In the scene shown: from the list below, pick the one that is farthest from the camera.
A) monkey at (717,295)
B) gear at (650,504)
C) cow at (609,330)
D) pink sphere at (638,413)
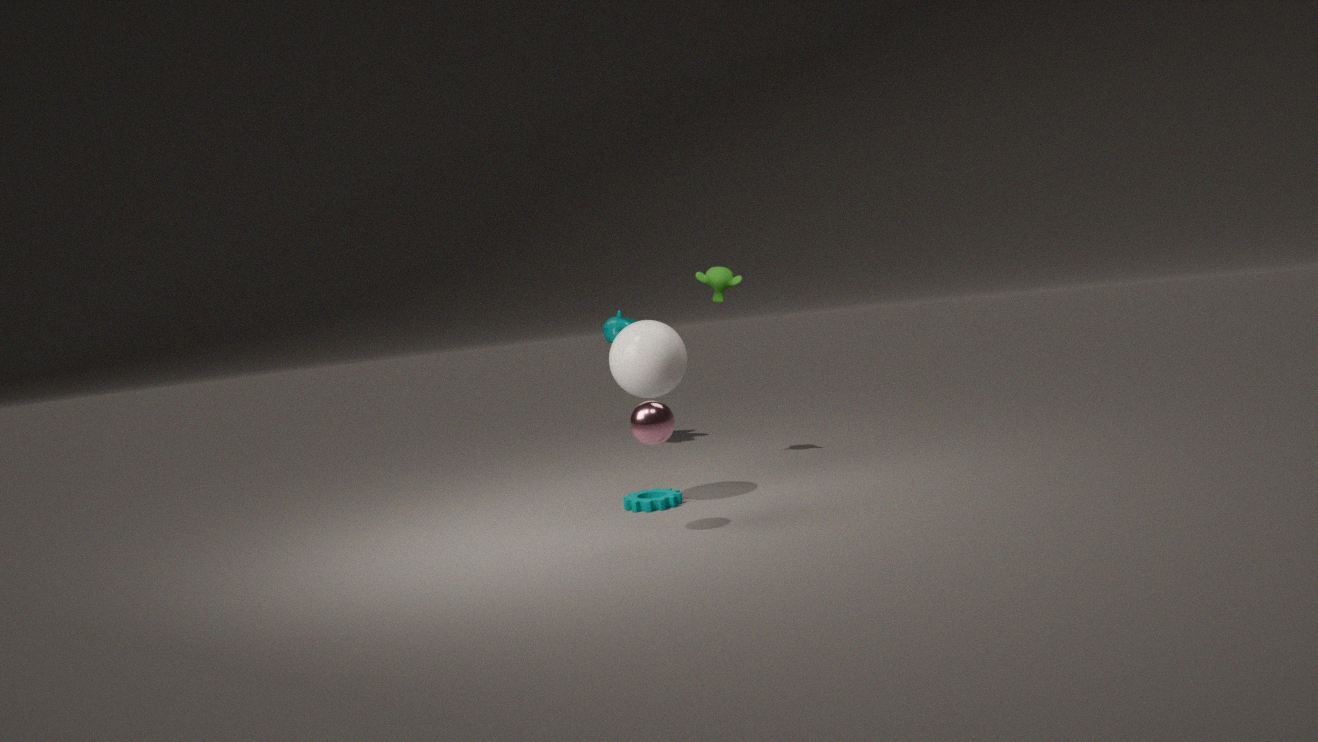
cow at (609,330)
